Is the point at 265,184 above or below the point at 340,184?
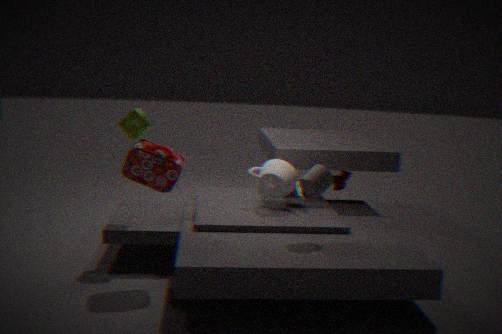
above
